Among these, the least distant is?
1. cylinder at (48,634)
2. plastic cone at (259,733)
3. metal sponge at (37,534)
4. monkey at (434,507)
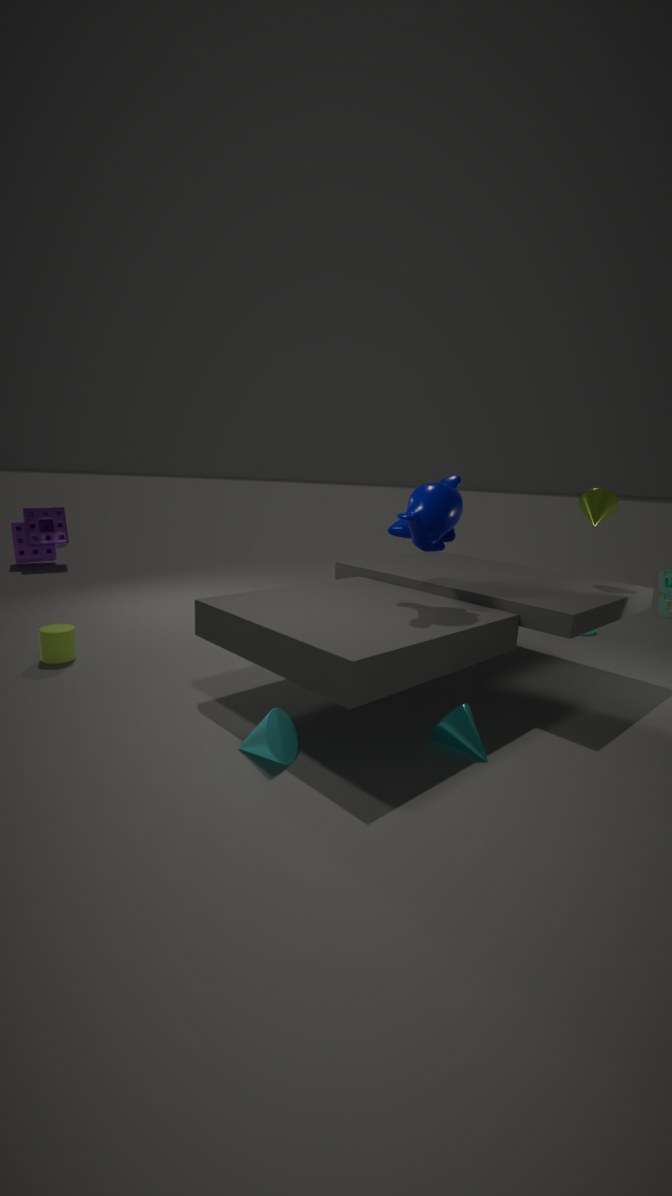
plastic cone at (259,733)
